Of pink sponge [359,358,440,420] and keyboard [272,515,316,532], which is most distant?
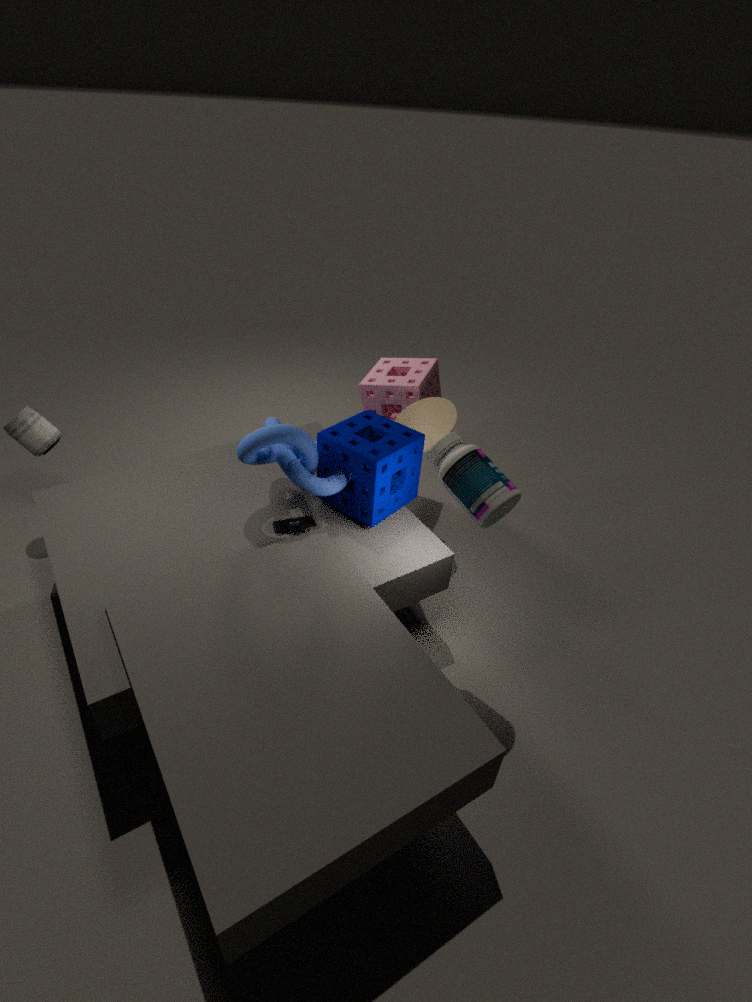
pink sponge [359,358,440,420]
